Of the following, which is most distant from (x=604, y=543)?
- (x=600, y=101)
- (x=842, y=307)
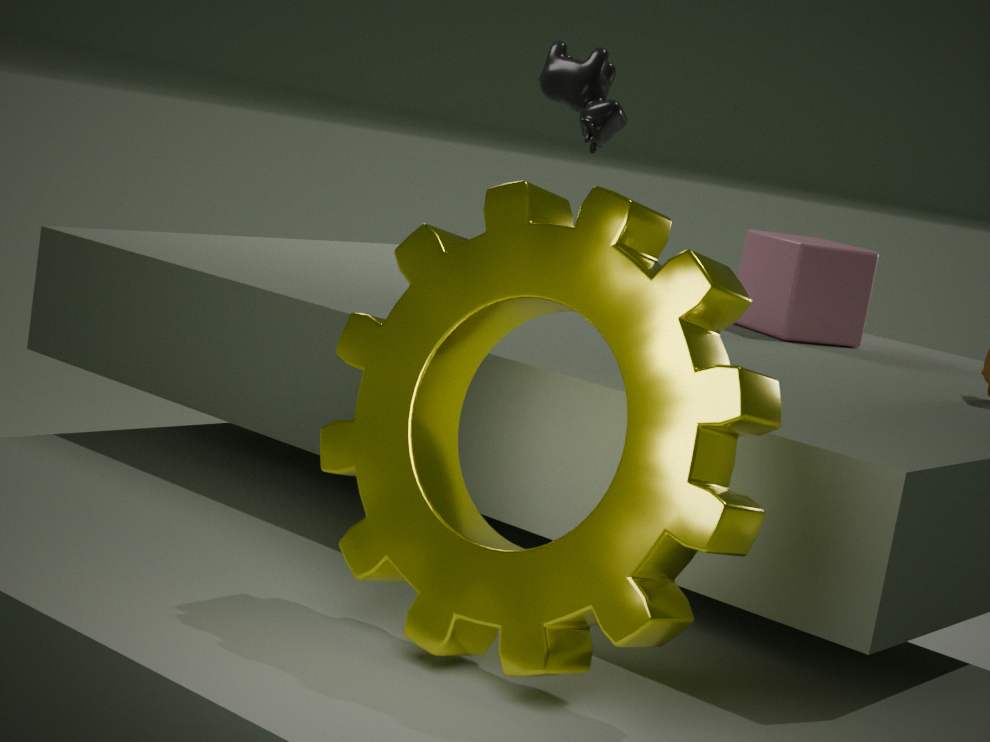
(x=600, y=101)
